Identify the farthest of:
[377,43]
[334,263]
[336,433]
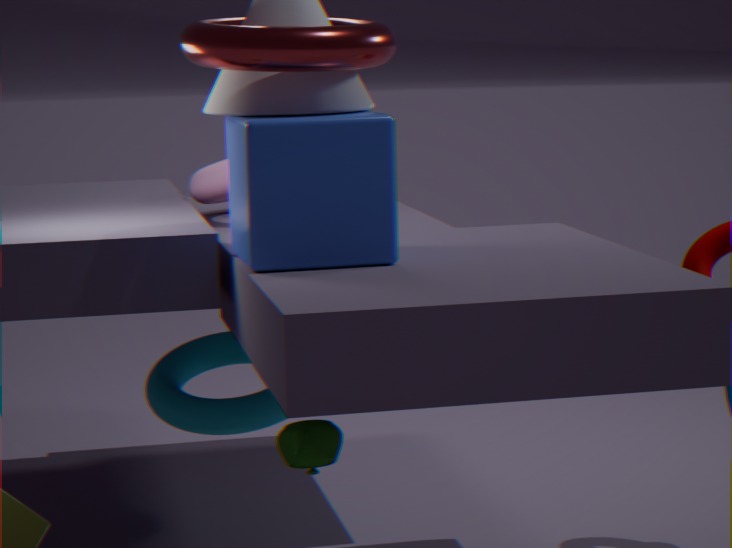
[336,433]
